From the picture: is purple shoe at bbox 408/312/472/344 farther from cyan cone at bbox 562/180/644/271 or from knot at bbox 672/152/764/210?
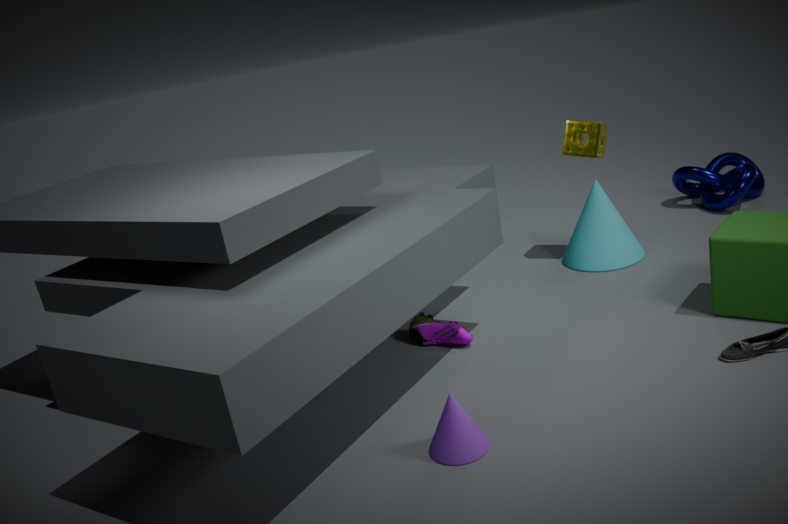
knot at bbox 672/152/764/210
